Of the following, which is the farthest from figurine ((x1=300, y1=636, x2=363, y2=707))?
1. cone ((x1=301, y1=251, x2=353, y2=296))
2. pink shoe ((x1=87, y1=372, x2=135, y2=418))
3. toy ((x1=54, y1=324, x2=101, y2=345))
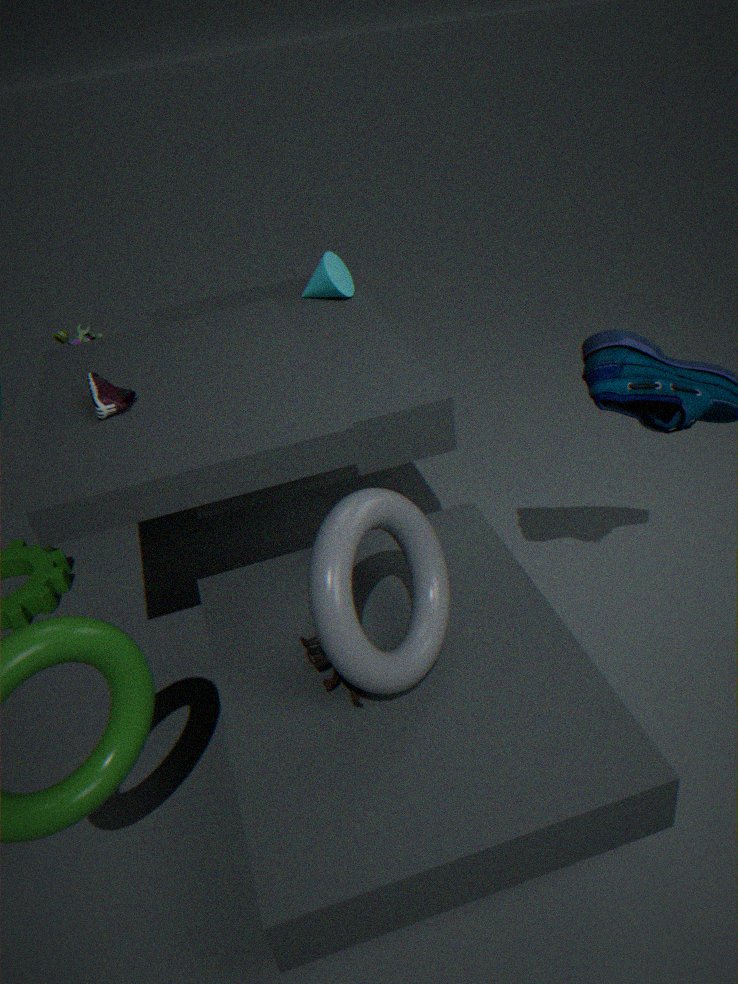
toy ((x1=54, y1=324, x2=101, y2=345))
